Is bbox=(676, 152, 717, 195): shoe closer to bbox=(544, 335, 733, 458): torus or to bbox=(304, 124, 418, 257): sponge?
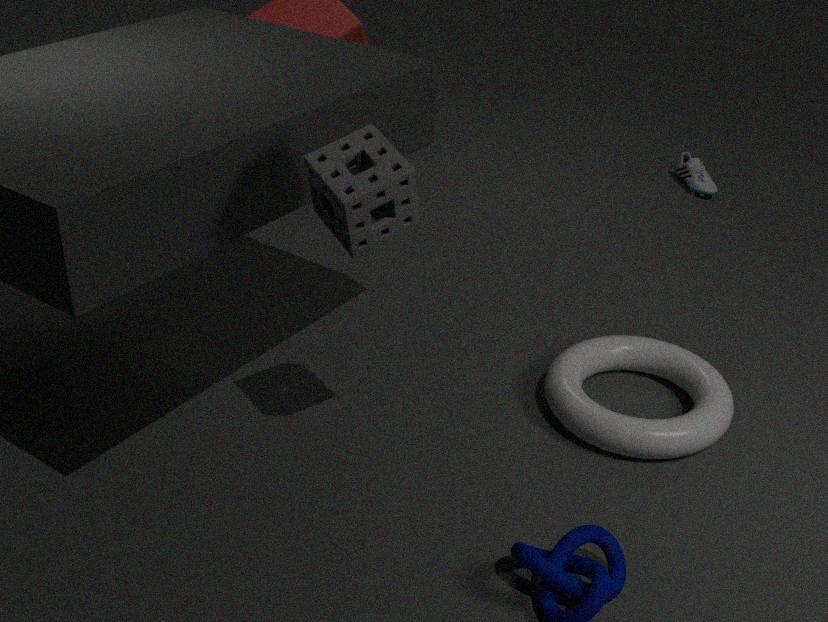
bbox=(544, 335, 733, 458): torus
